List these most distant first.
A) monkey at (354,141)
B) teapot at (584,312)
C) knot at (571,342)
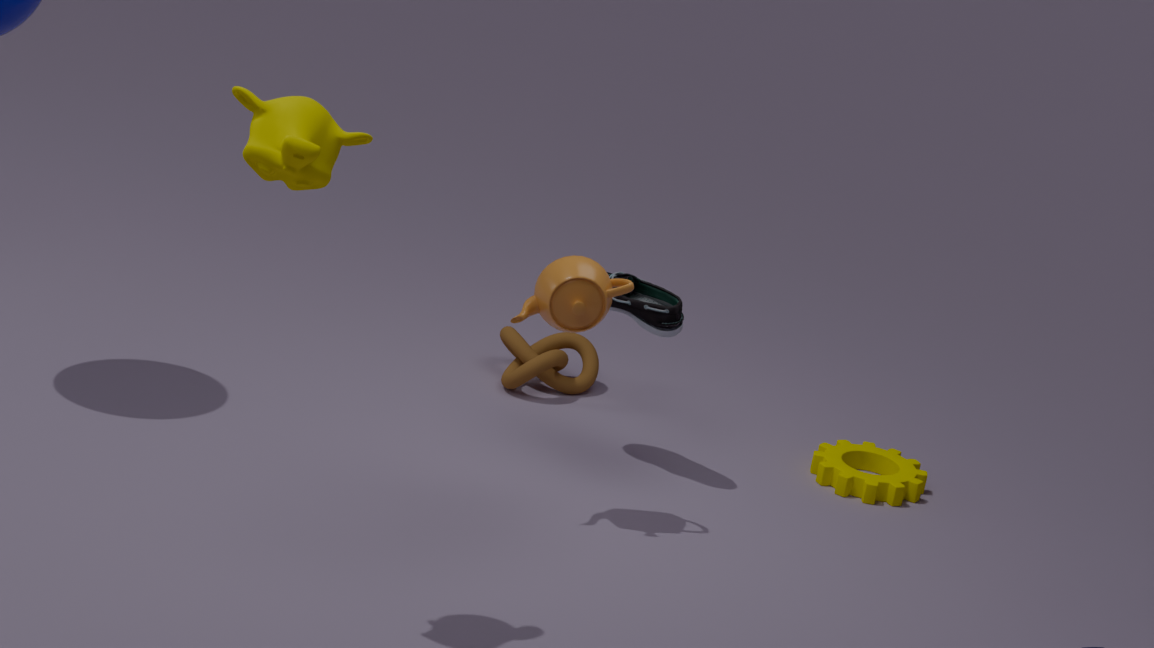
knot at (571,342) → teapot at (584,312) → monkey at (354,141)
